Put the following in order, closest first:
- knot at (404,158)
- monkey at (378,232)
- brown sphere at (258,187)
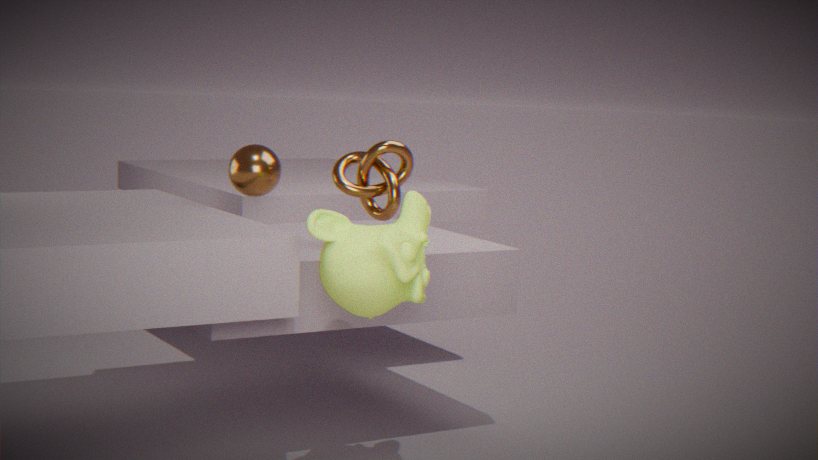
1. monkey at (378,232)
2. knot at (404,158)
3. brown sphere at (258,187)
